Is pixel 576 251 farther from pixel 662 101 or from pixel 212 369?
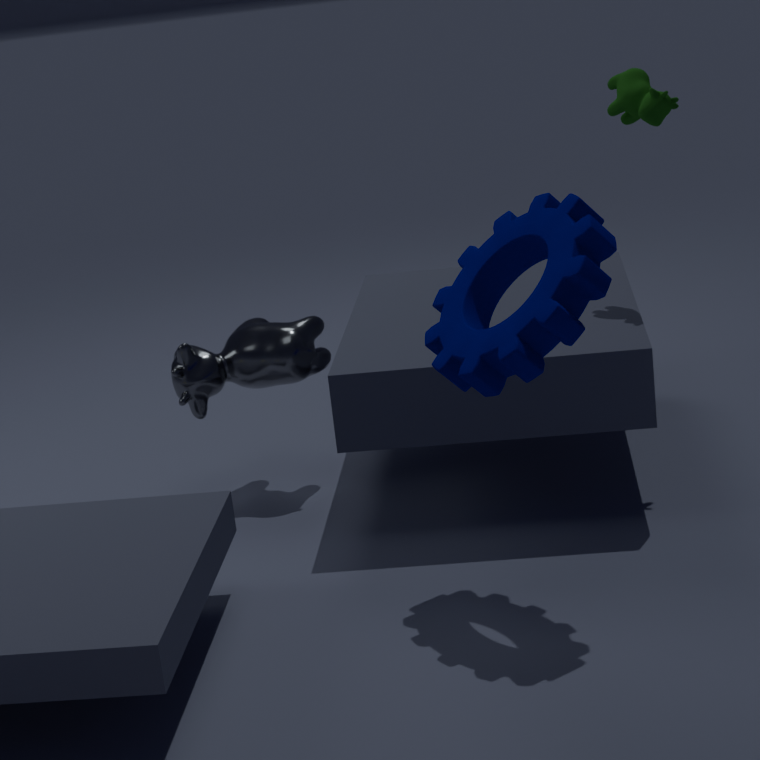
pixel 212 369
